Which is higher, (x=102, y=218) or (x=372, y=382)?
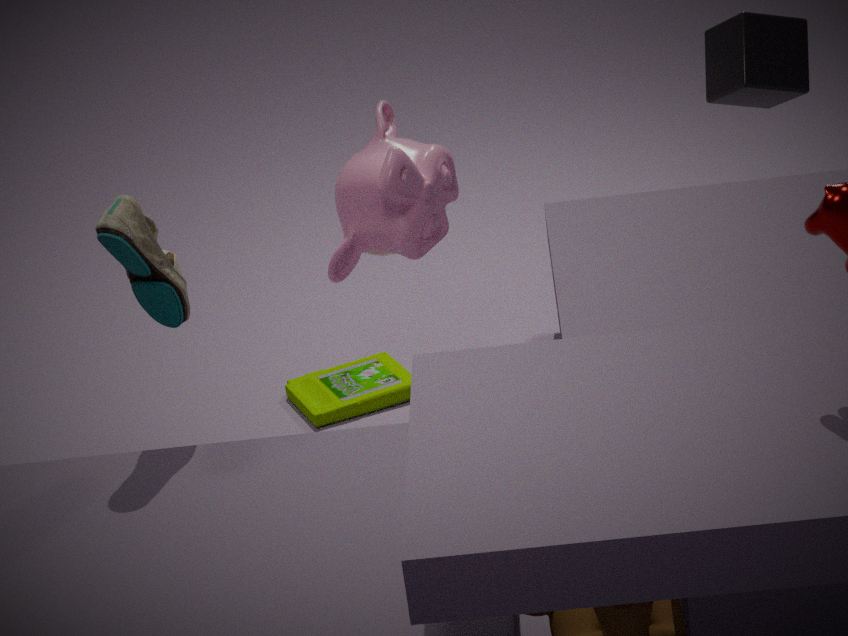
(x=102, y=218)
